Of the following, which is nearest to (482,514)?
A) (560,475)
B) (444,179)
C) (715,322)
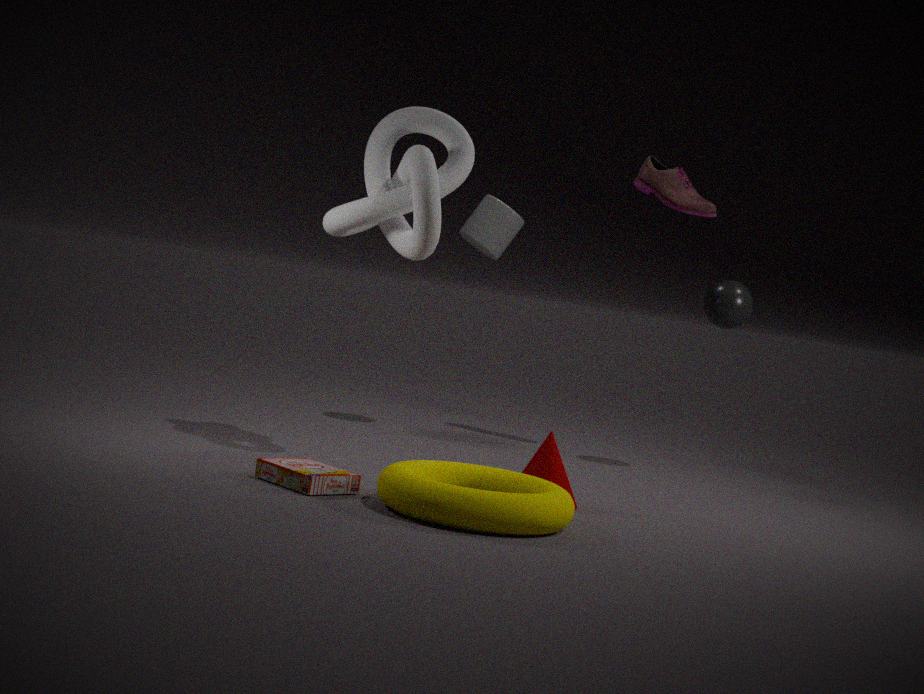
(560,475)
